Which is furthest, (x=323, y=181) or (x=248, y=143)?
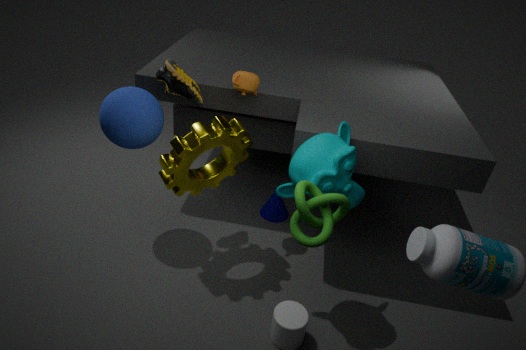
(x=248, y=143)
